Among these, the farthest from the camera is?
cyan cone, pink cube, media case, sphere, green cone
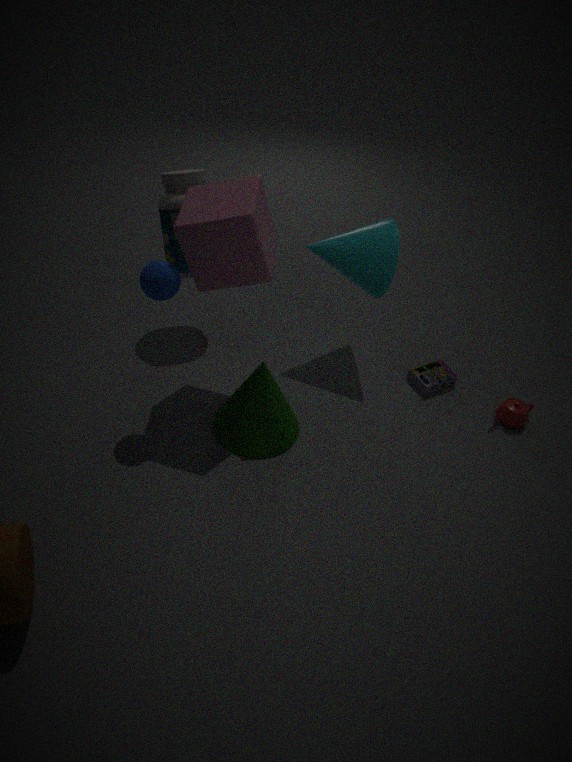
media case
